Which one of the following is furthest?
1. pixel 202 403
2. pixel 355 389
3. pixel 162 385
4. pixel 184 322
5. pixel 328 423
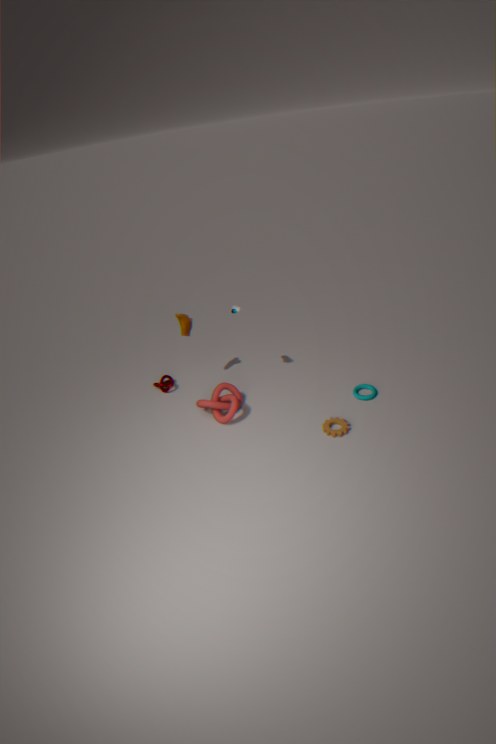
pixel 162 385
